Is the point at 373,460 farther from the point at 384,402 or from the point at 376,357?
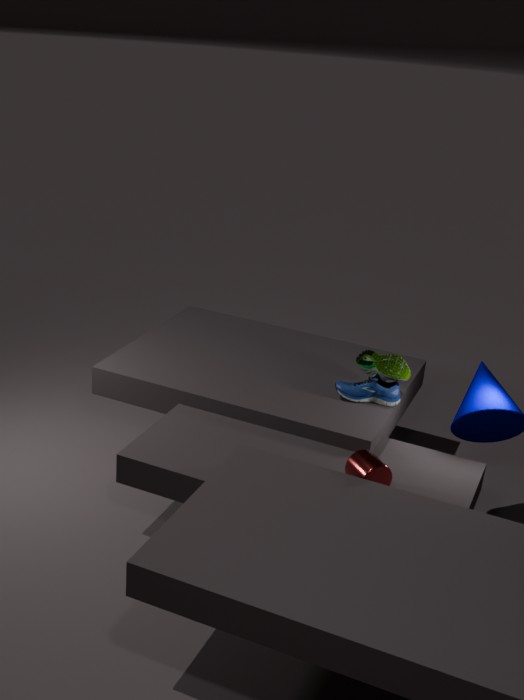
the point at 376,357
